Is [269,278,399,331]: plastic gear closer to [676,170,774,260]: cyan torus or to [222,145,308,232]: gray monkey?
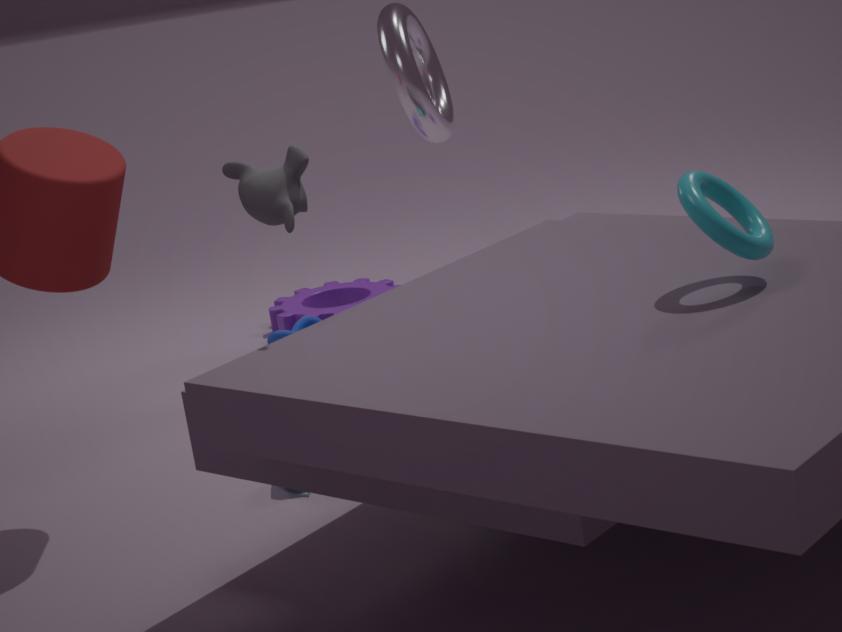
[222,145,308,232]: gray monkey
